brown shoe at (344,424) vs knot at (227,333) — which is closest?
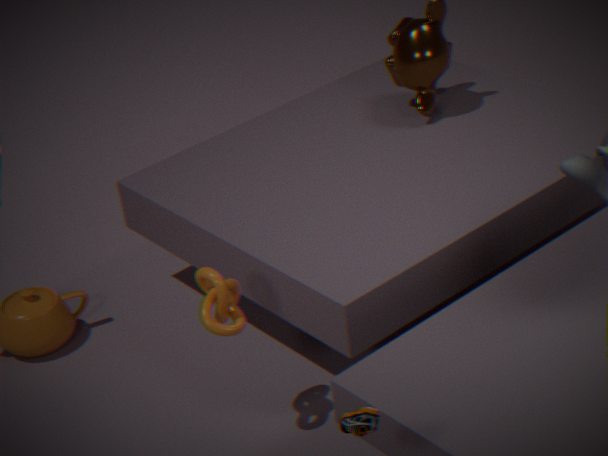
brown shoe at (344,424)
